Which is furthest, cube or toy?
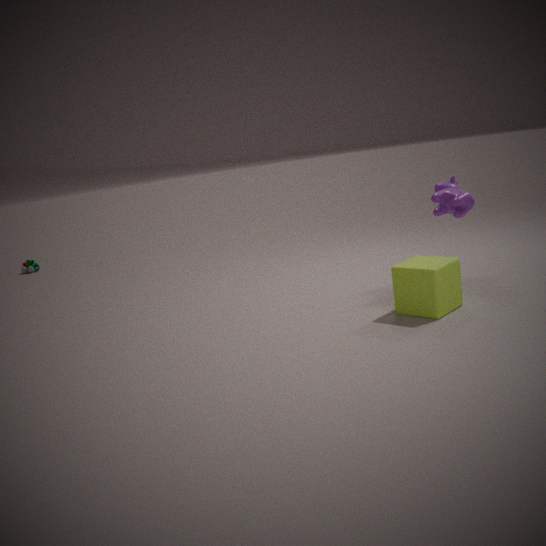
toy
